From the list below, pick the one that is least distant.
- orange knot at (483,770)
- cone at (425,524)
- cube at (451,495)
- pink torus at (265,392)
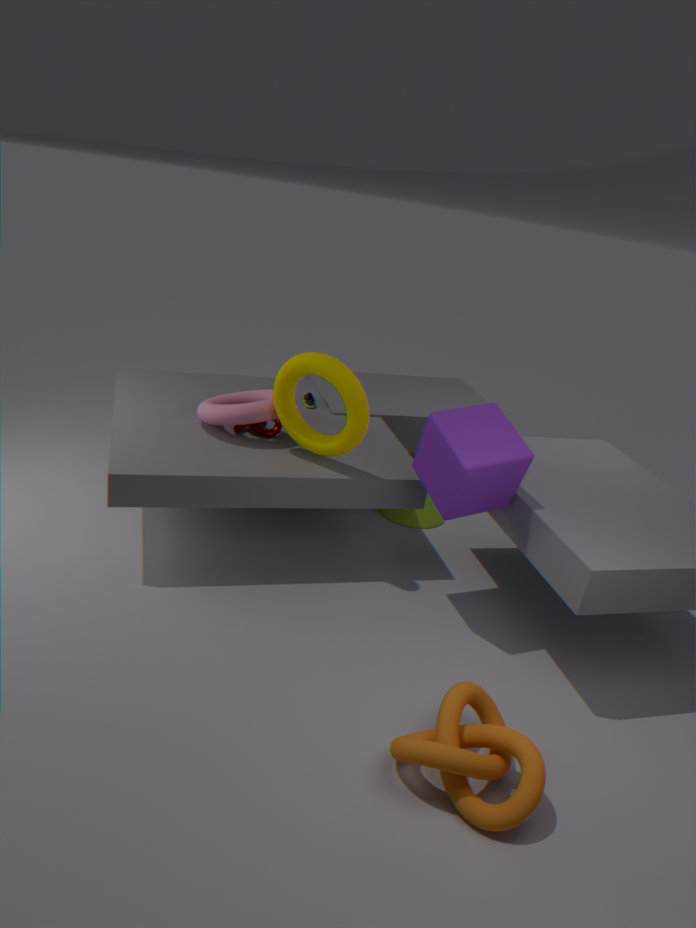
orange knot at (483,770)
